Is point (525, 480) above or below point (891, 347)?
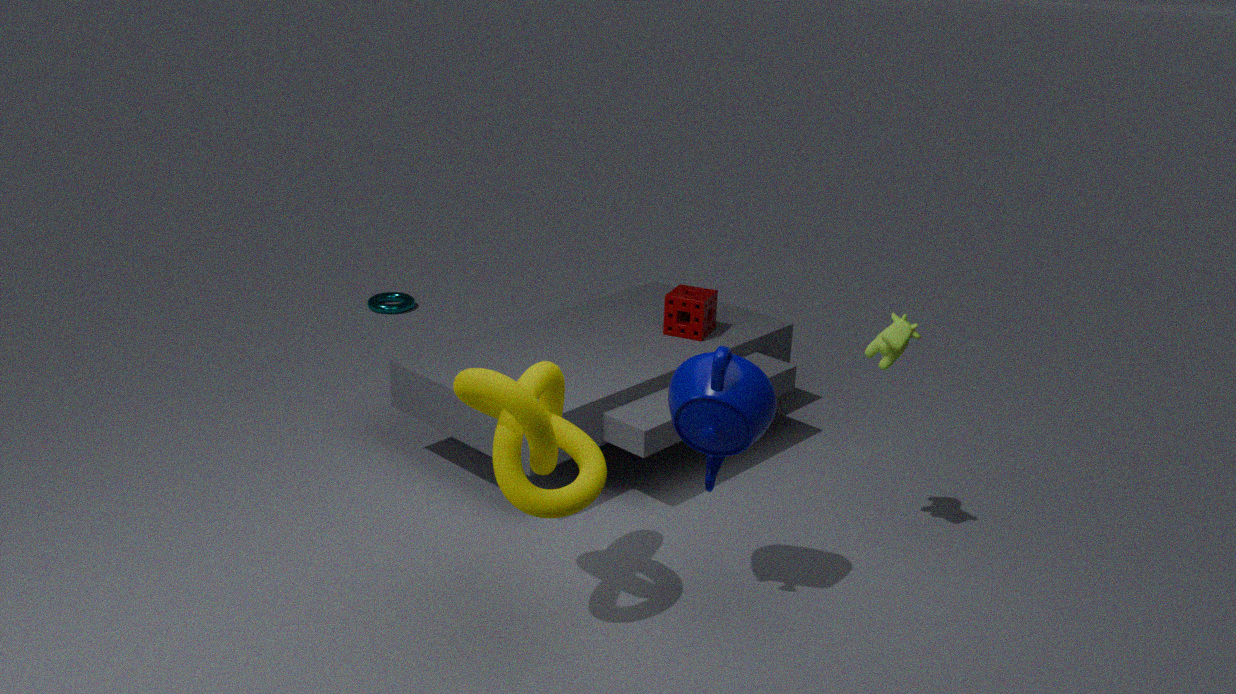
below
